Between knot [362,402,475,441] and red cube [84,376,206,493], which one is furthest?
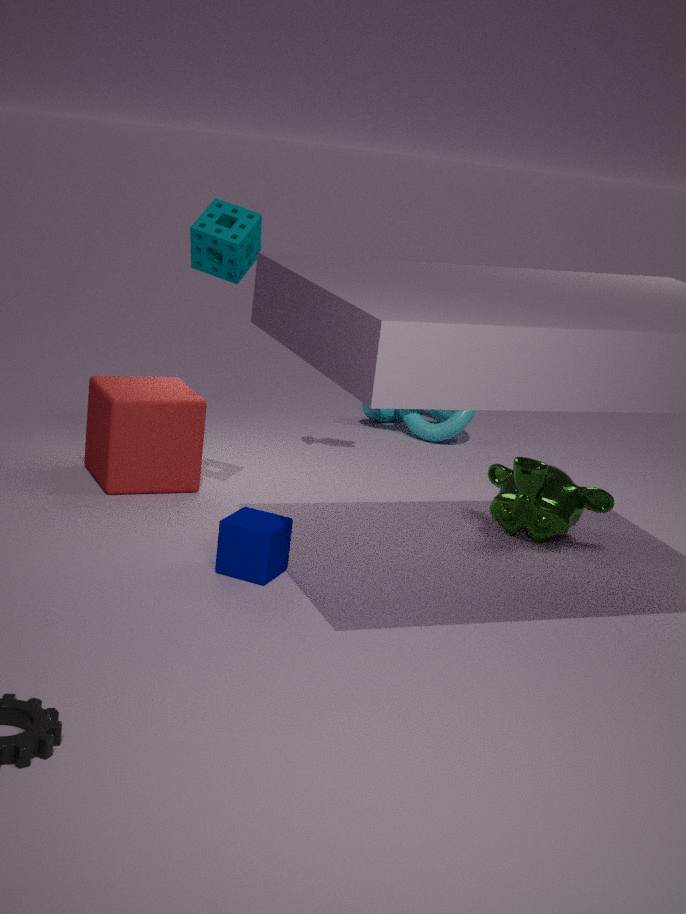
knot [362,402,475,441]
